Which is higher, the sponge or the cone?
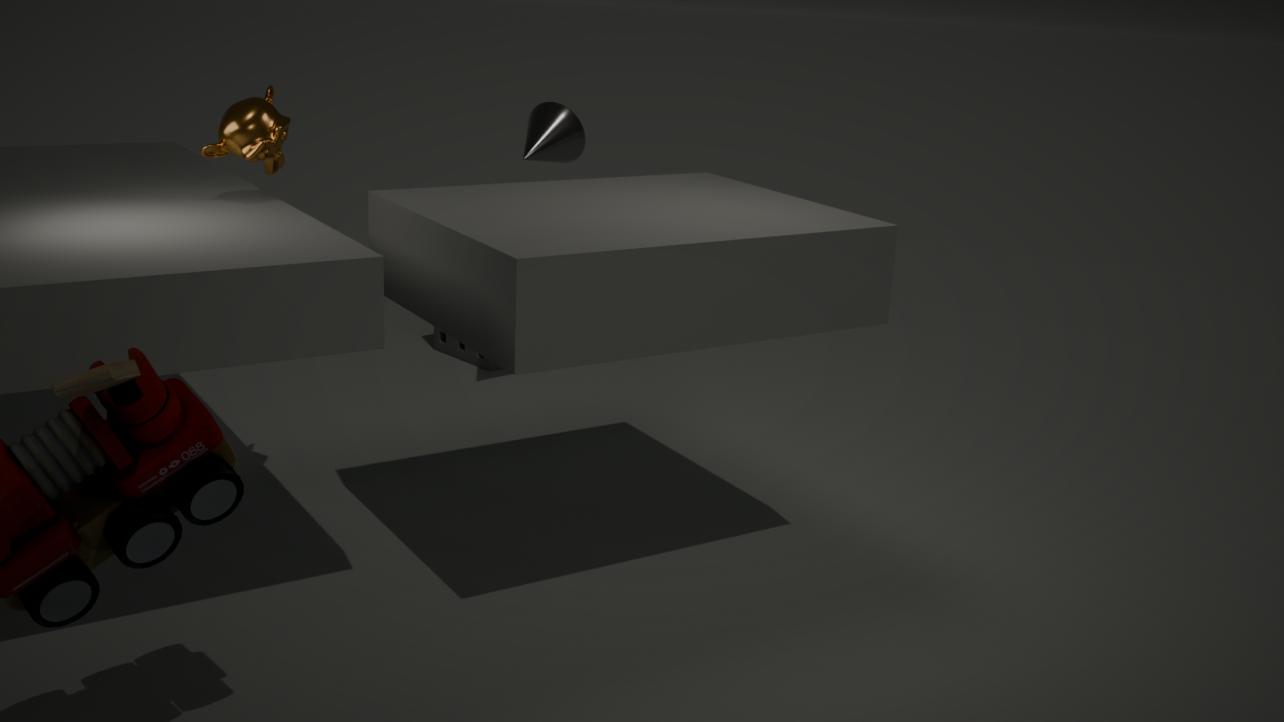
the cone
